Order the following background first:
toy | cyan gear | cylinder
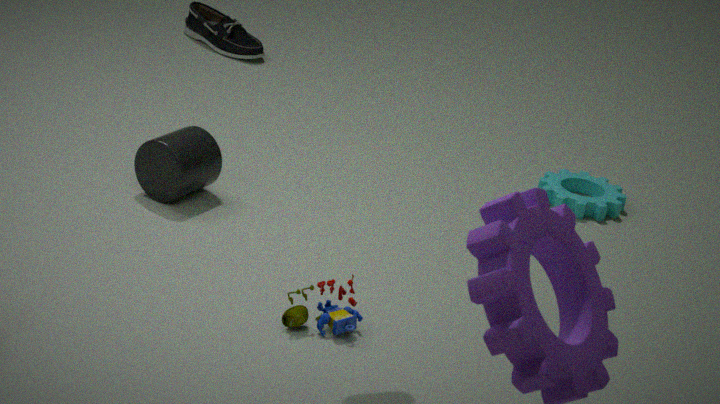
cyan gear < cylinder < toy
